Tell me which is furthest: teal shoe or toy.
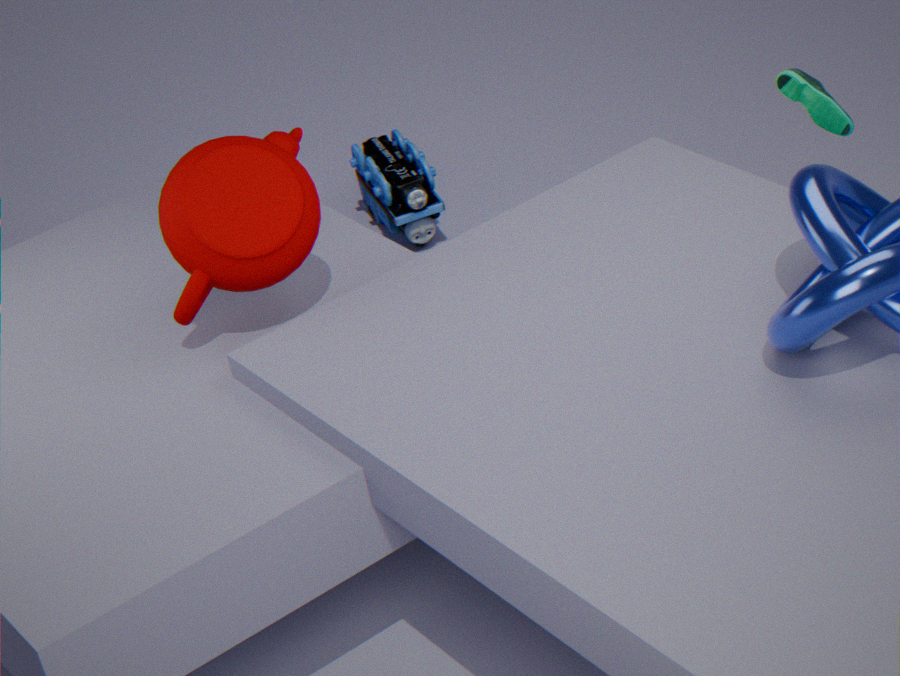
toy
